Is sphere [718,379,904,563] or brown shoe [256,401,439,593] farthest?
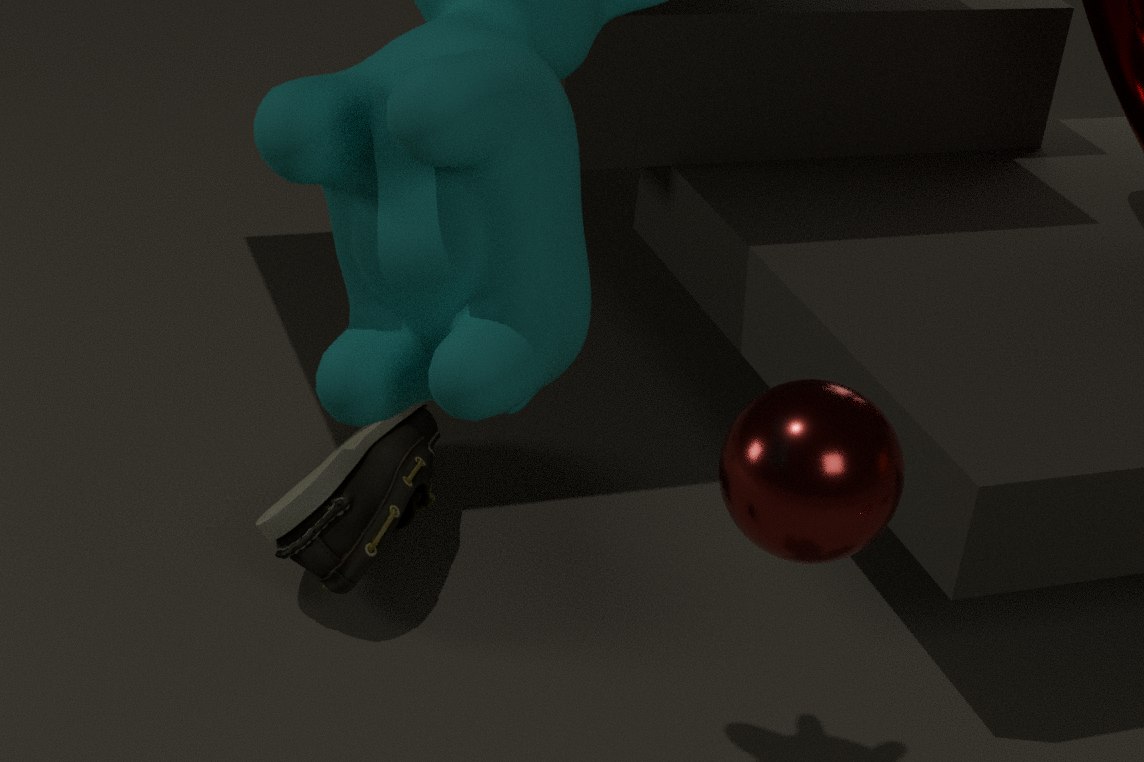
brown shoe [256,401,439,593]
